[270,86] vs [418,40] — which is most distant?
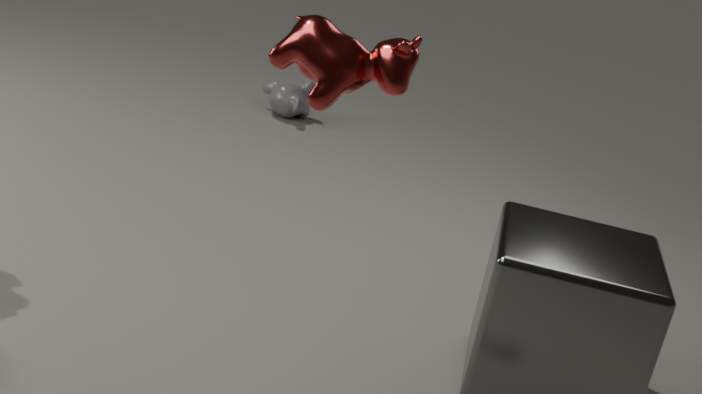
[270,86]
